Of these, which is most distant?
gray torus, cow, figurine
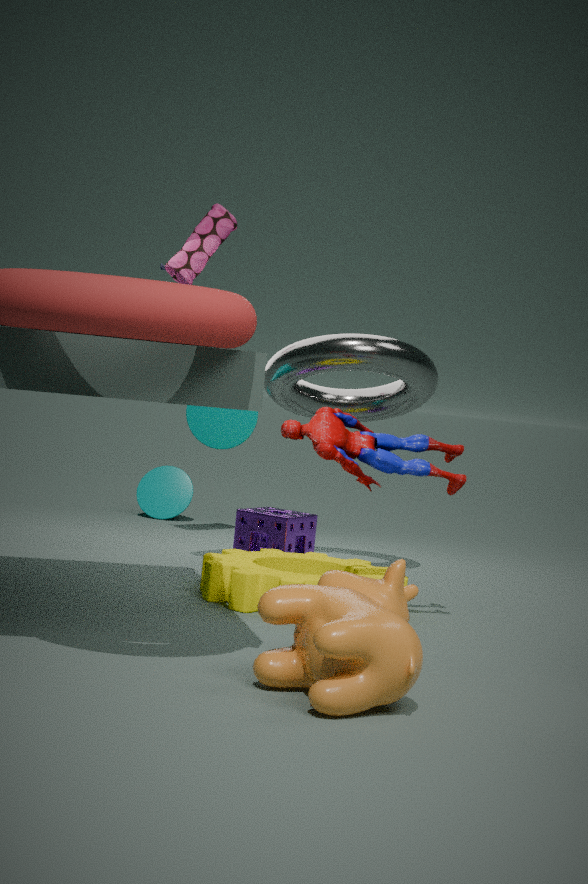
gray torus
